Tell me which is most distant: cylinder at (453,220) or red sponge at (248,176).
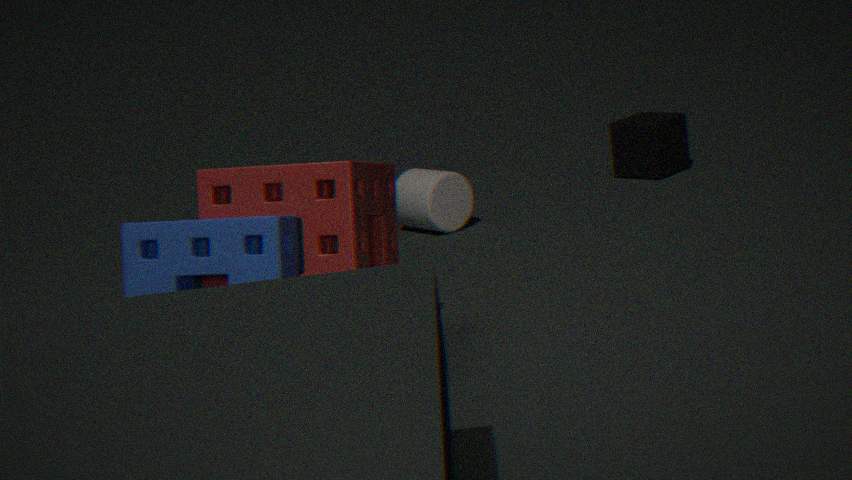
cylinder at (453,220)
